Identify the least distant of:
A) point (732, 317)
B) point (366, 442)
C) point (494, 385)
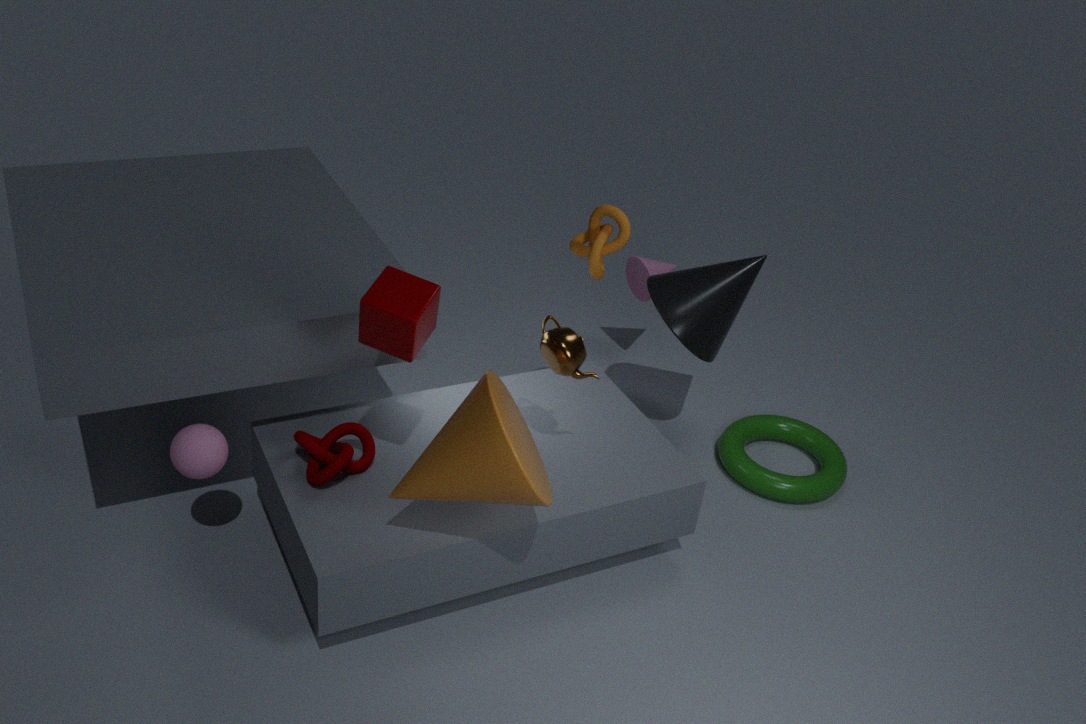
point (494, 385)
